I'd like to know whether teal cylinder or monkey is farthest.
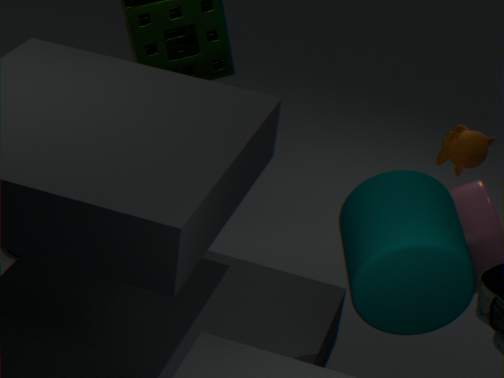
monkey
